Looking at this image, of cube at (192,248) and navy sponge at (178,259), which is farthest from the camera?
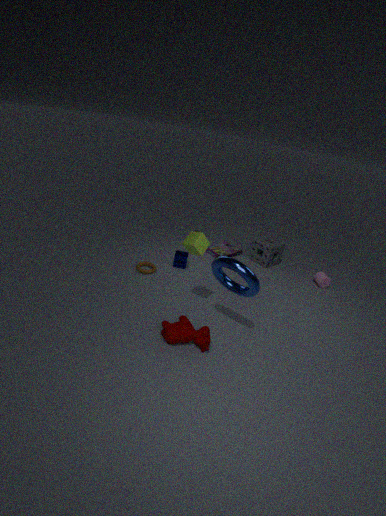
navy sponge at (178,259)
